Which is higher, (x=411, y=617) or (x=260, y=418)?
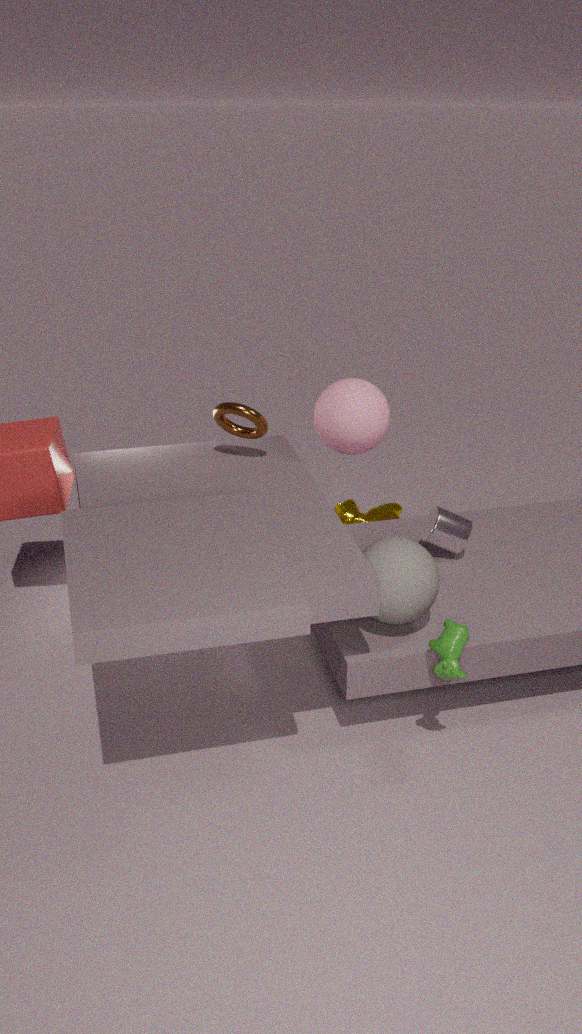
(x=260, y=418)
